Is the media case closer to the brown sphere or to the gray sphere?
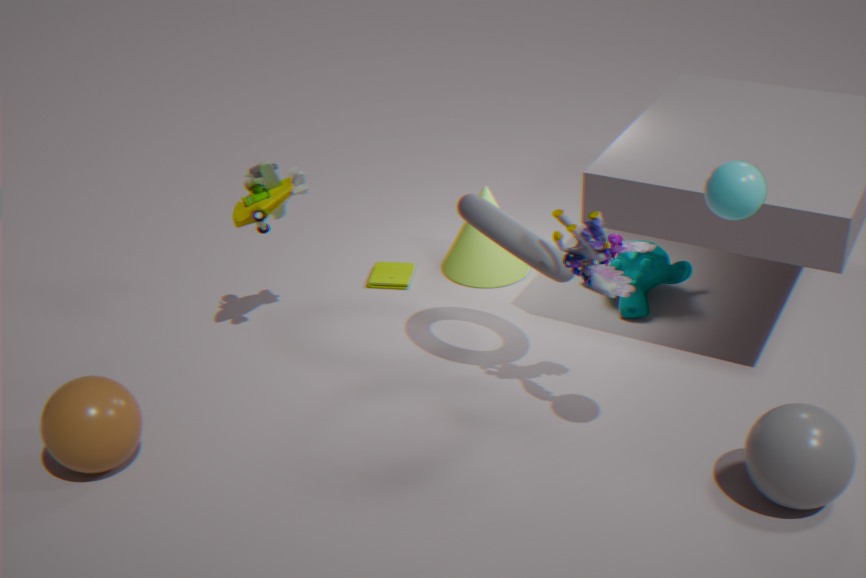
the brown sphere
